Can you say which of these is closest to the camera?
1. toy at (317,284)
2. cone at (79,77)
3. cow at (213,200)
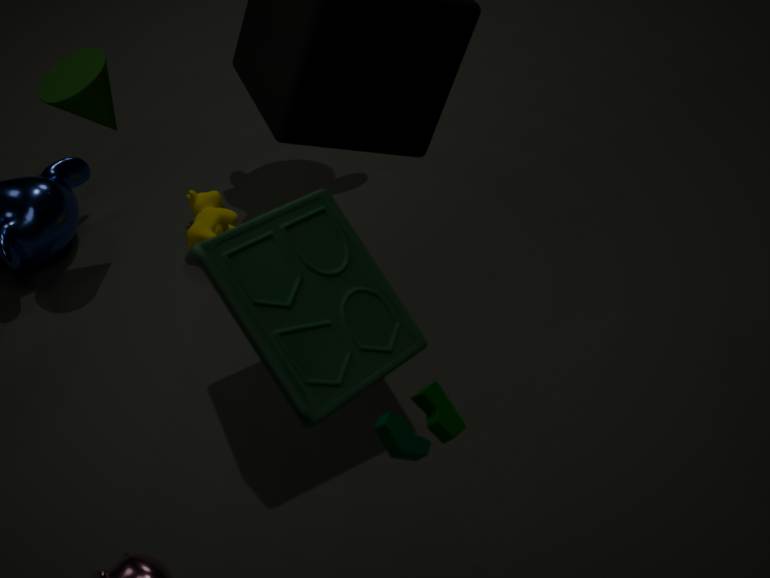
toy at (317,284)
